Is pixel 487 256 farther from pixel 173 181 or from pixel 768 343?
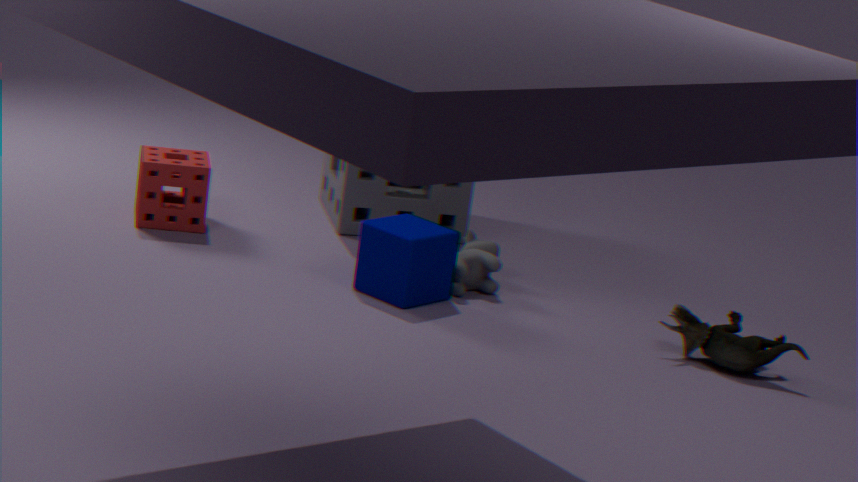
pixel 173 181
